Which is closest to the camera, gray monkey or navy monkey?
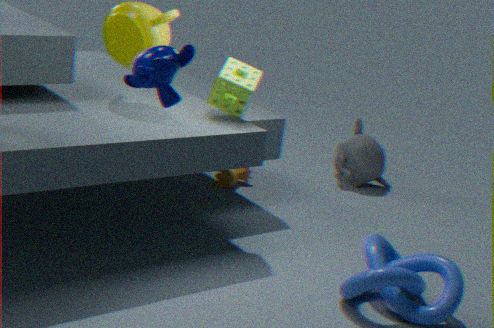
navy monkey
